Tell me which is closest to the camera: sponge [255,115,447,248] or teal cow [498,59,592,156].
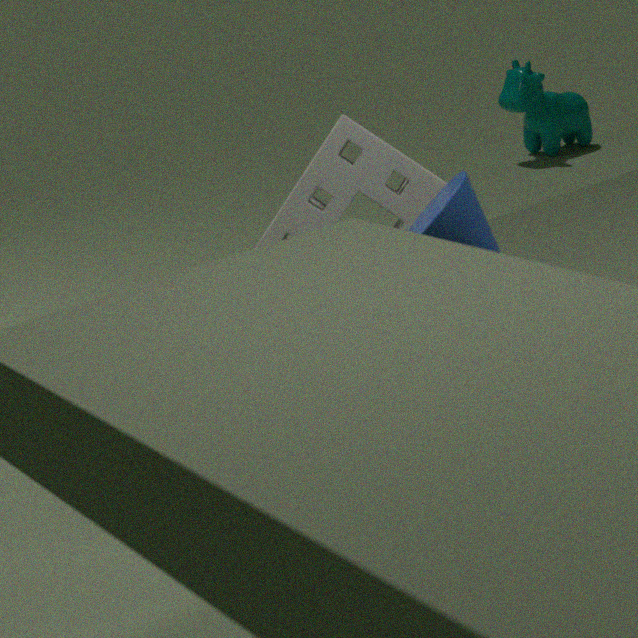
sponge [255,115,447,248]
